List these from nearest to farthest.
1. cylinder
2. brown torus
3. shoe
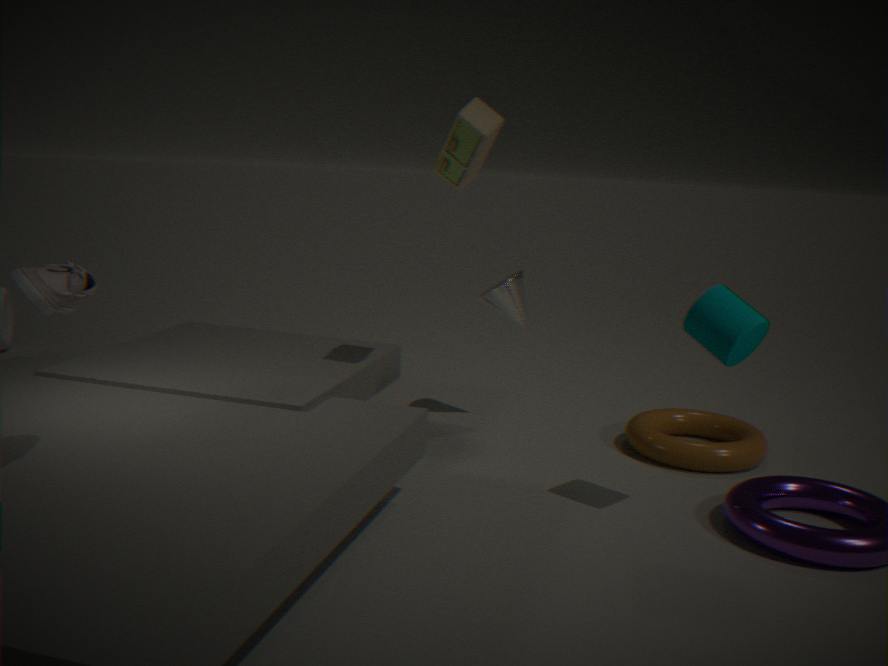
shoe
cylinder
brown torus
